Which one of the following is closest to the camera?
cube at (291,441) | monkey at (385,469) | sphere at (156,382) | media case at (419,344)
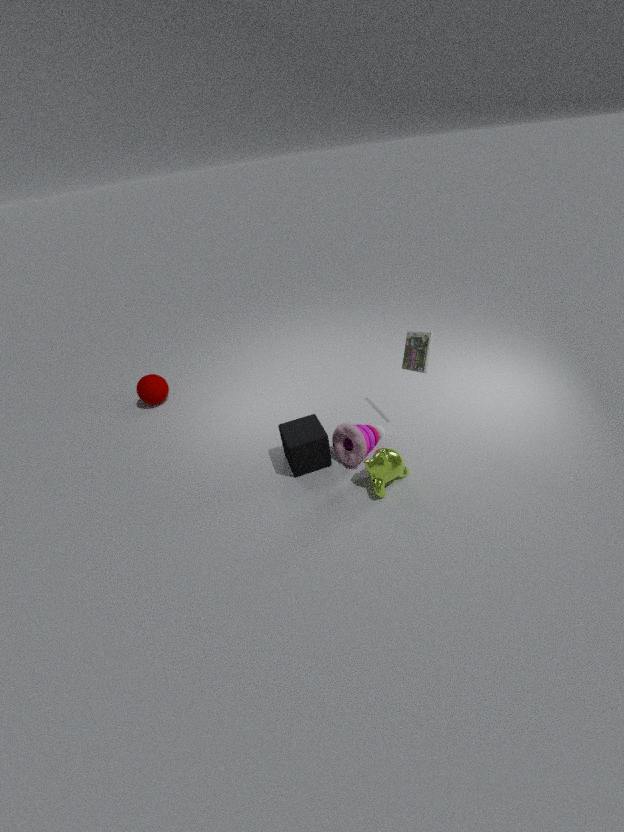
monkey at (385,469)
